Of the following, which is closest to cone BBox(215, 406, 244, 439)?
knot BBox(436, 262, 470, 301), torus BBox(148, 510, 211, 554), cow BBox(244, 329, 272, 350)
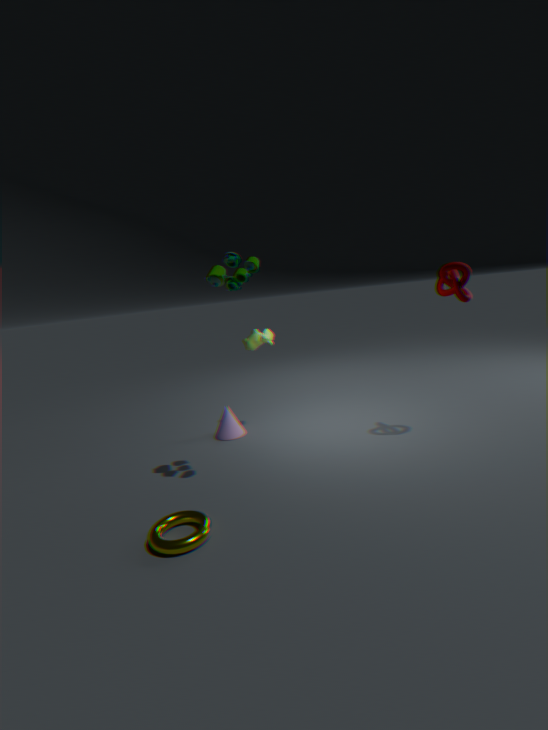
cow BBox(244, 329, 272, 350)
